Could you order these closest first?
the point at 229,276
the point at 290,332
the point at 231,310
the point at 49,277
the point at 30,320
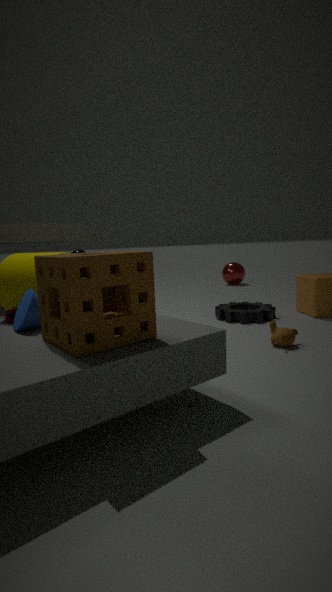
the point at 49,277 → the point at 30,320 → the point at 290,332 → the point at 231,310 → the point at 229,276
